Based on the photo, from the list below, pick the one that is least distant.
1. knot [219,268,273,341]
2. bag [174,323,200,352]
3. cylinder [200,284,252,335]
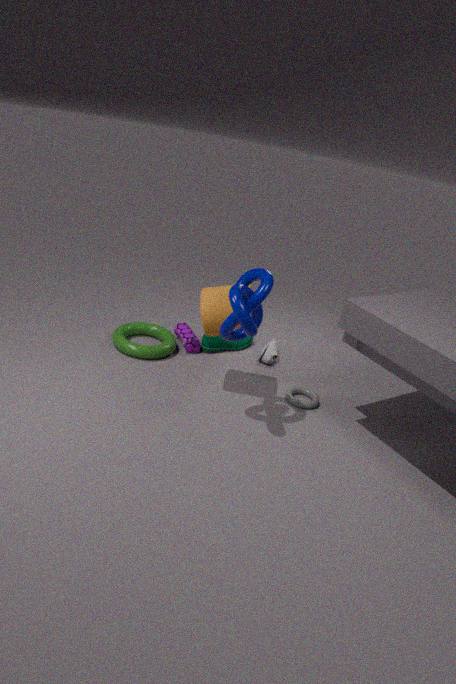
knot [219,268,273,341]
